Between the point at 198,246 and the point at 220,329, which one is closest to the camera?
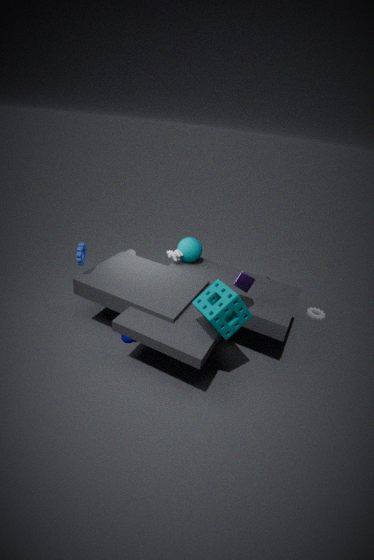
the point at 220,329
